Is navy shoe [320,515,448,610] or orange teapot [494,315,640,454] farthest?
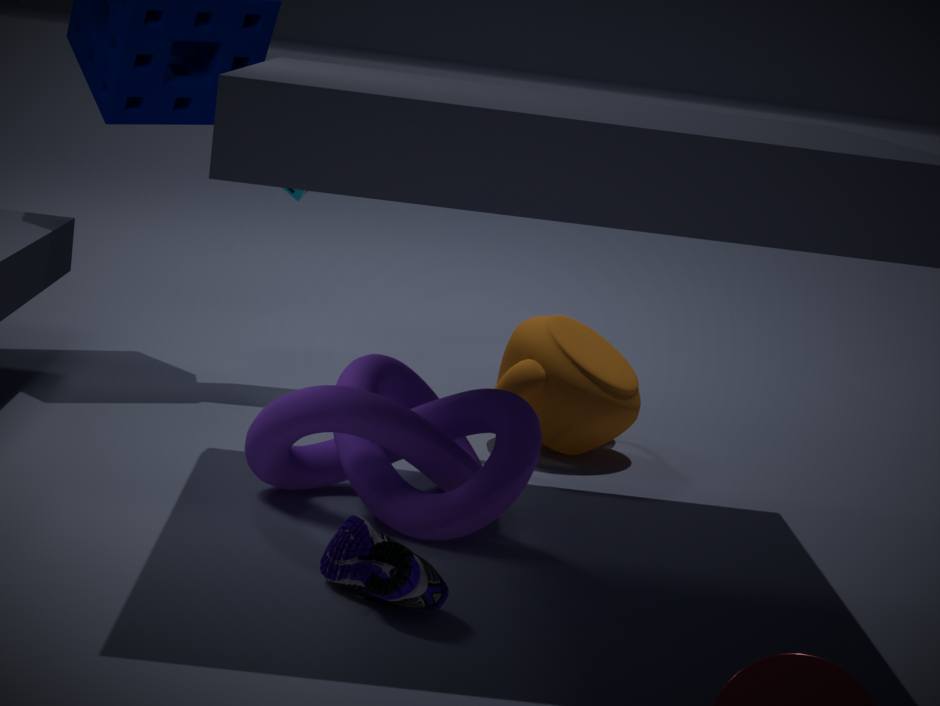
orange teapot [494,315,640,454]
